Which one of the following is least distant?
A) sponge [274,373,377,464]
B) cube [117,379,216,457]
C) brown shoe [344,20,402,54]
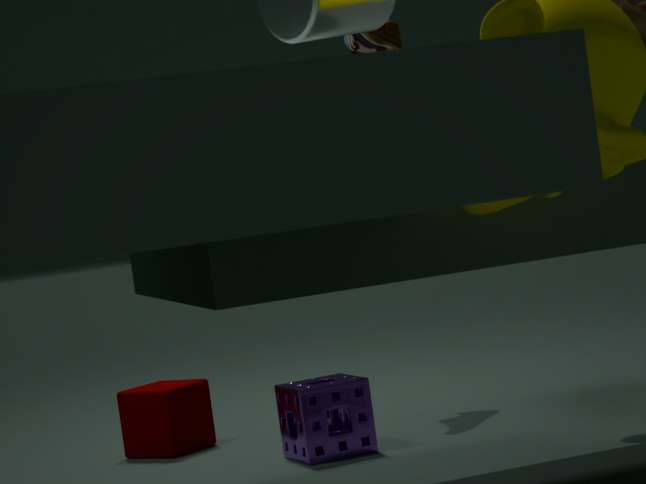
sponge [274,373,377,464]
